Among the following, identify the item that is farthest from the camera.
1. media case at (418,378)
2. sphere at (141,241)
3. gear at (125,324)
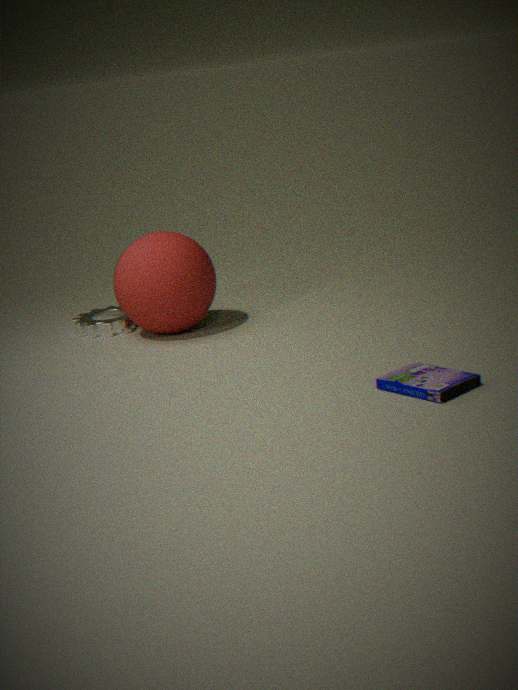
gear at (125,324)
